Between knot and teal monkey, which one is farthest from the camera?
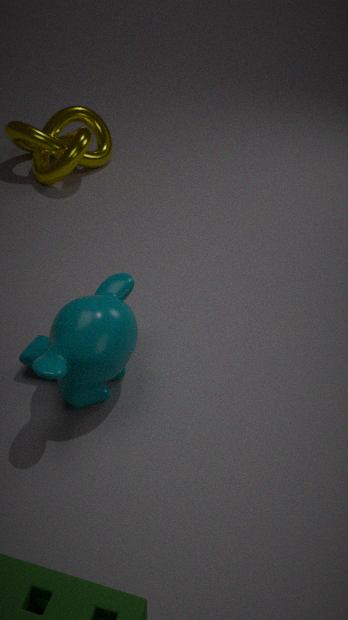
knot
